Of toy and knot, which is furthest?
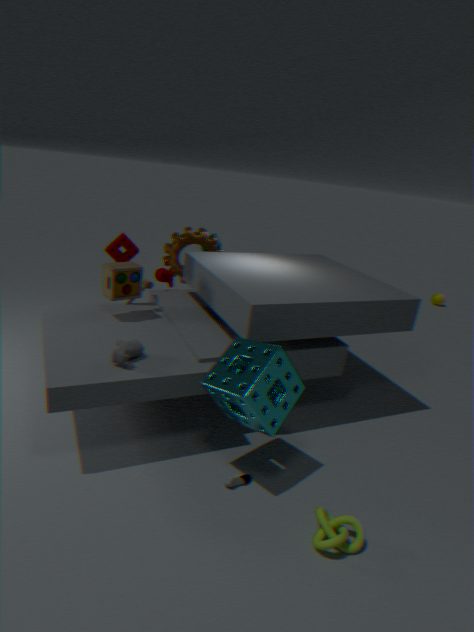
toy
